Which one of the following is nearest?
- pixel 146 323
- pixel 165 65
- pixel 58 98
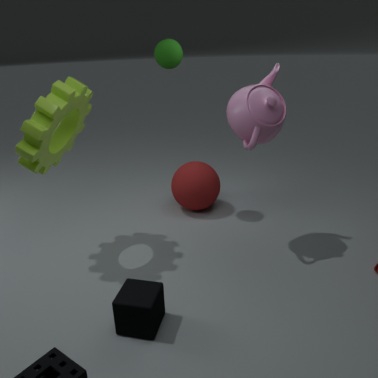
pixel 146 323
